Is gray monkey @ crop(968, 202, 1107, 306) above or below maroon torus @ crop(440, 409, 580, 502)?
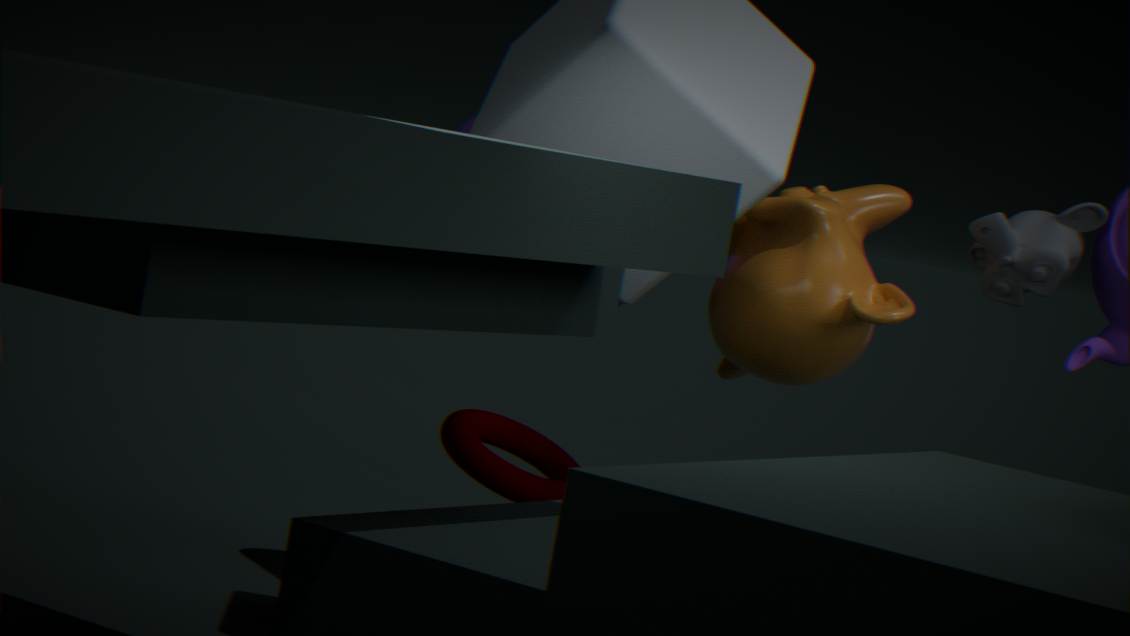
above
